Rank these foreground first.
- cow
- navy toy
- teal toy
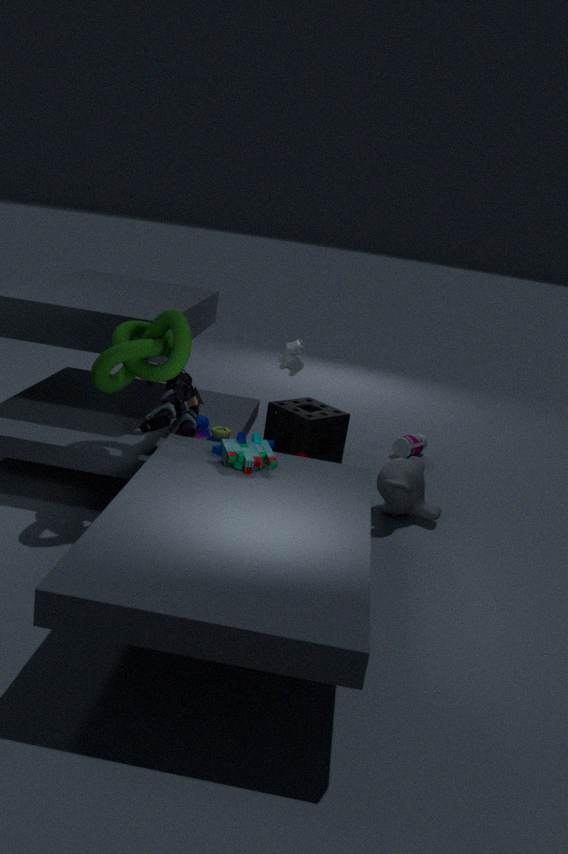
1. teal toy
2. navy toy
3. cow
